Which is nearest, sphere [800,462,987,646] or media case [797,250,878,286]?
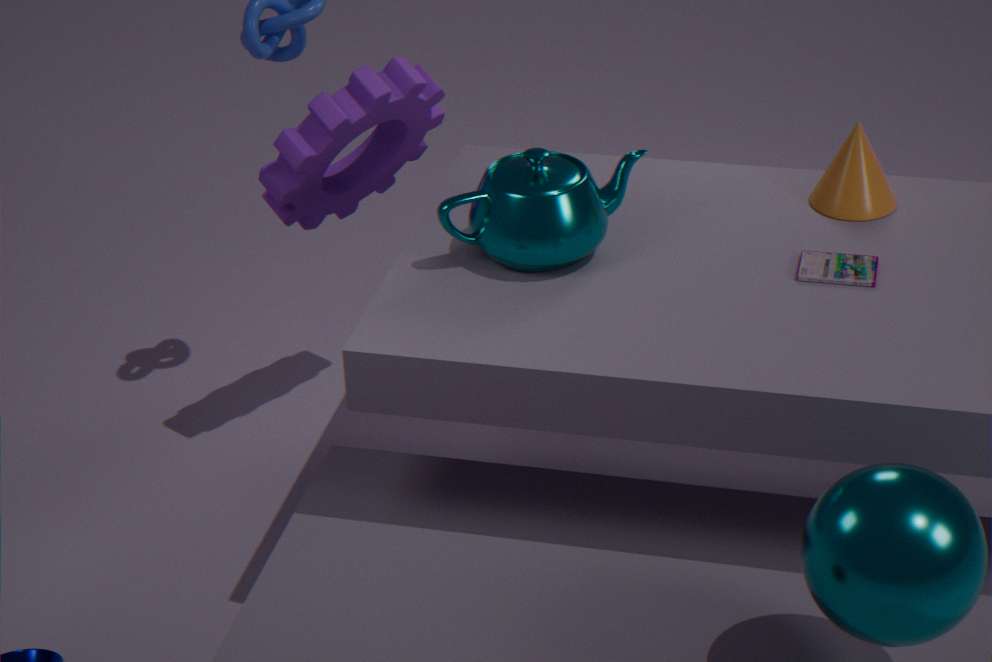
sphere [800,462,987,646]
